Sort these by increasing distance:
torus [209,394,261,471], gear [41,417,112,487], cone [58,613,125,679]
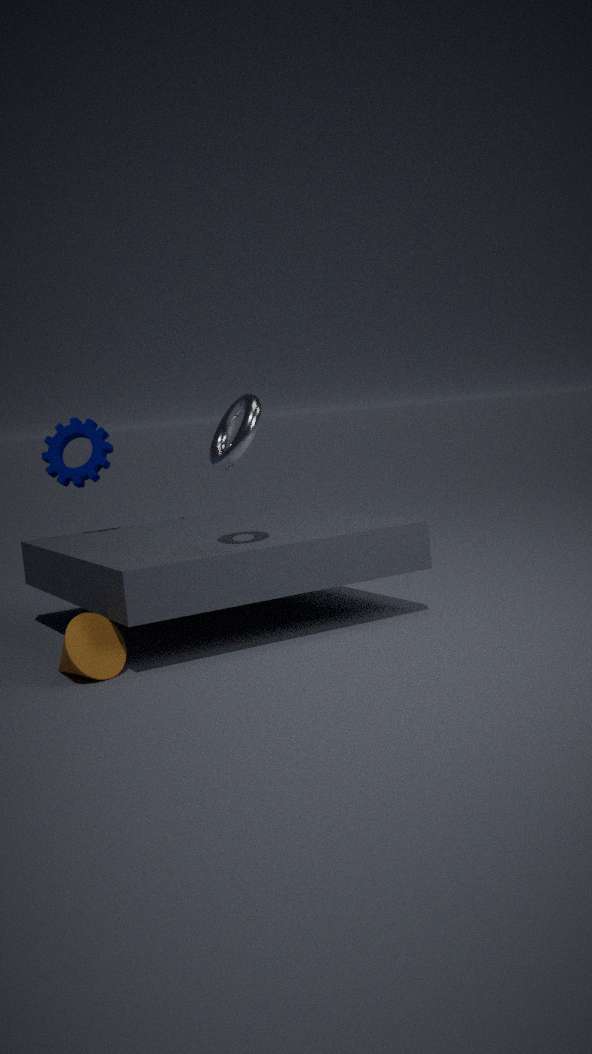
1. cone [58,613,125,679]
2. torus [209,394,261,471]
3. gear [41,417,112,487]
